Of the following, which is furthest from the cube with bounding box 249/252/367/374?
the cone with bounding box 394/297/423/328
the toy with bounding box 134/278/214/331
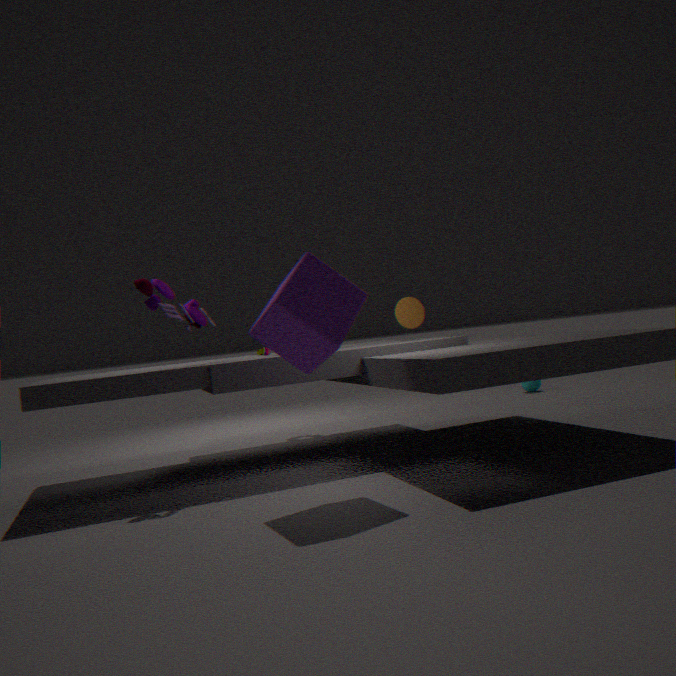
the cone with bounding box 394/297/423/328
